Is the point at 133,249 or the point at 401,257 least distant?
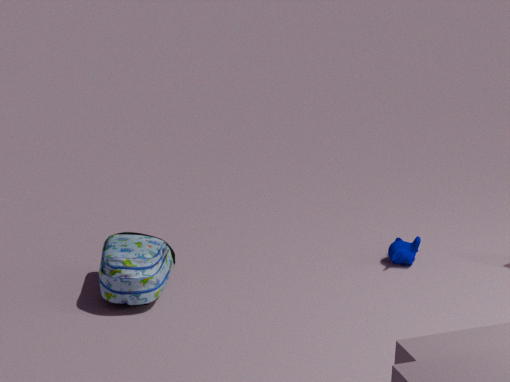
the point at 133,249
